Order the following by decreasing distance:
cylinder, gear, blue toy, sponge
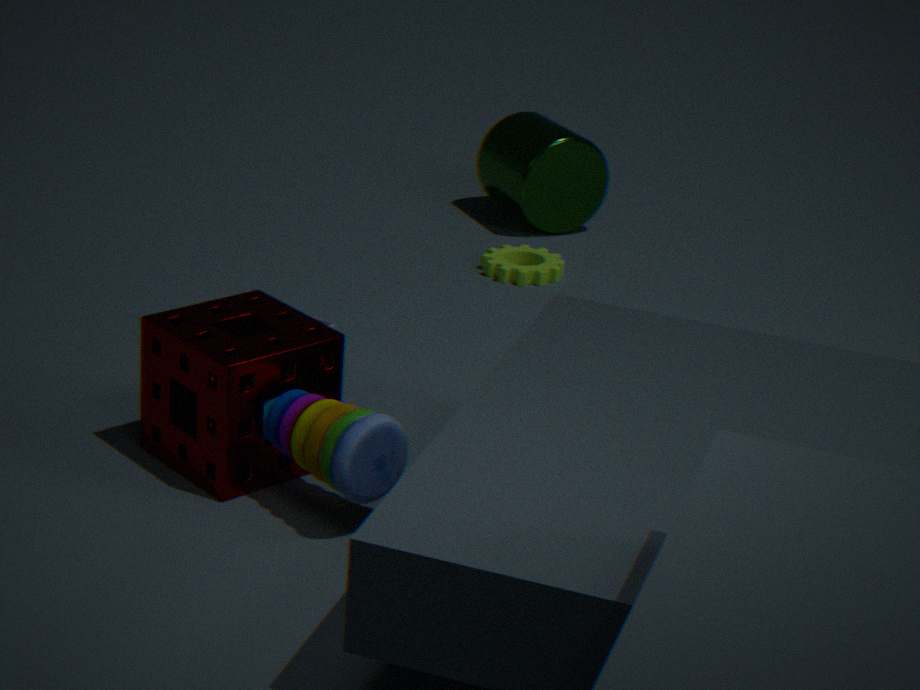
cylinder < gear < sponge < blue toy
